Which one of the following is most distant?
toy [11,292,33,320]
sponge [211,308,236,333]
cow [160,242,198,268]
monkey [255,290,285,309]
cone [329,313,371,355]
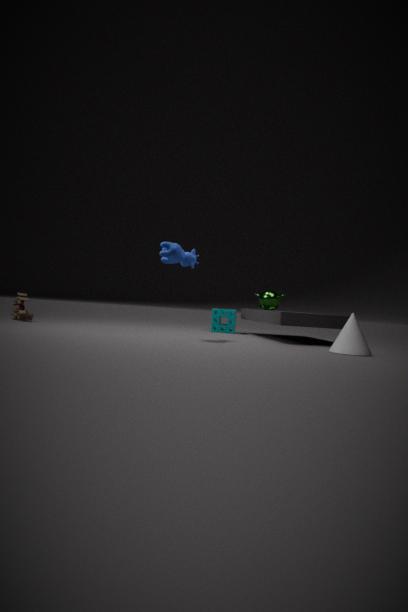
monkey [255,290,285,309]
